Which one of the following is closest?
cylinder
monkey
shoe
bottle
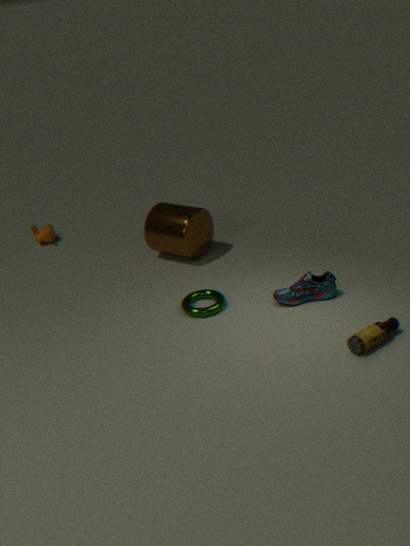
bottle
